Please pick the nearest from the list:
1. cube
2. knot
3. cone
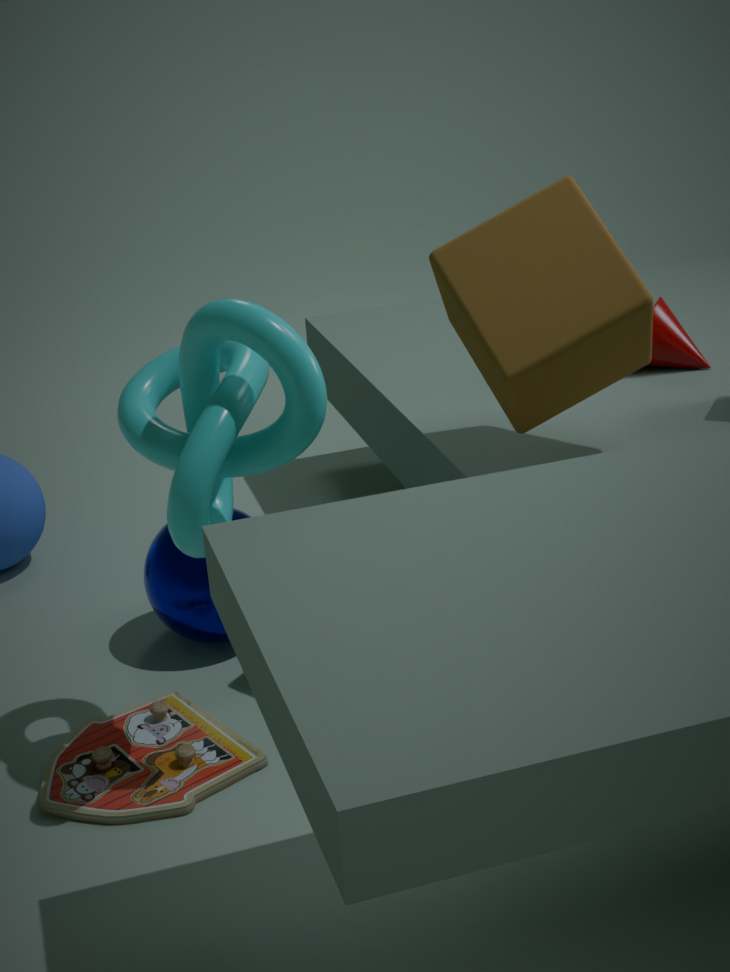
knot
